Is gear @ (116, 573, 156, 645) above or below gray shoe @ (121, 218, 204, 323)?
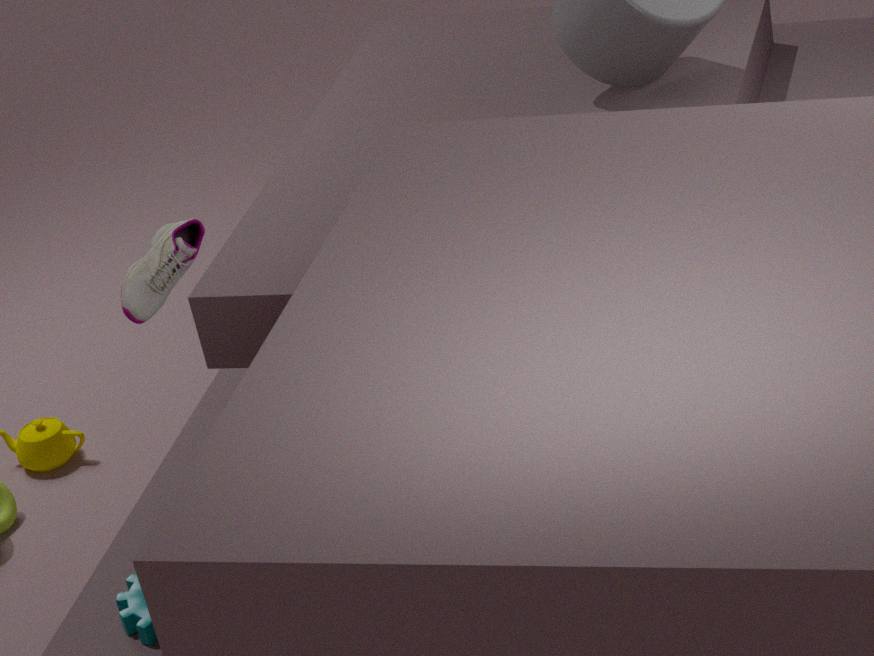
below
